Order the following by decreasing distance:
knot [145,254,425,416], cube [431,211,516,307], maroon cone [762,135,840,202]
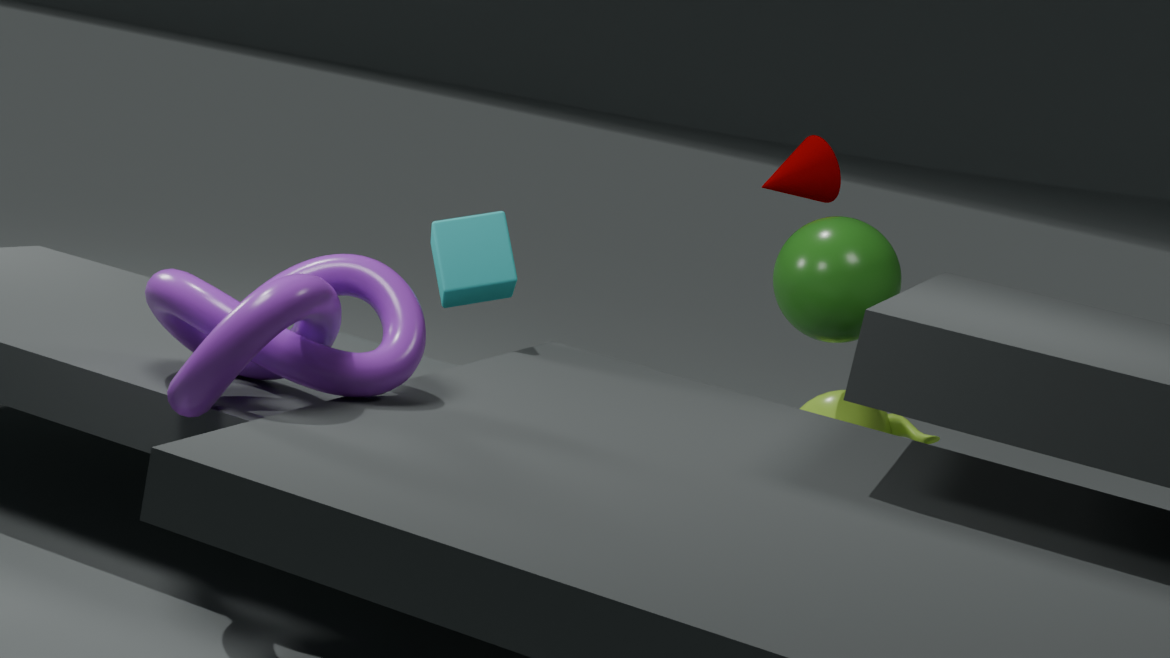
1. maroon cone [762,135,840,202]
2. cube [431,211,516,307]
3. knot [145,254,425,416]
